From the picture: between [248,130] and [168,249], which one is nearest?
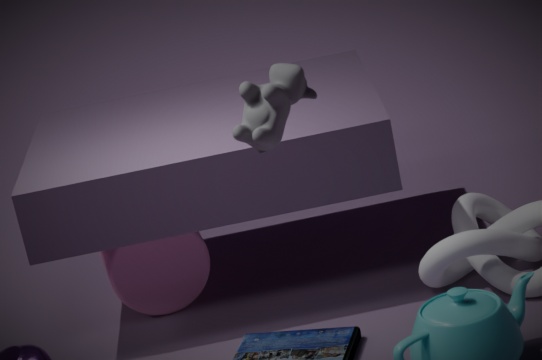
[248,130]
